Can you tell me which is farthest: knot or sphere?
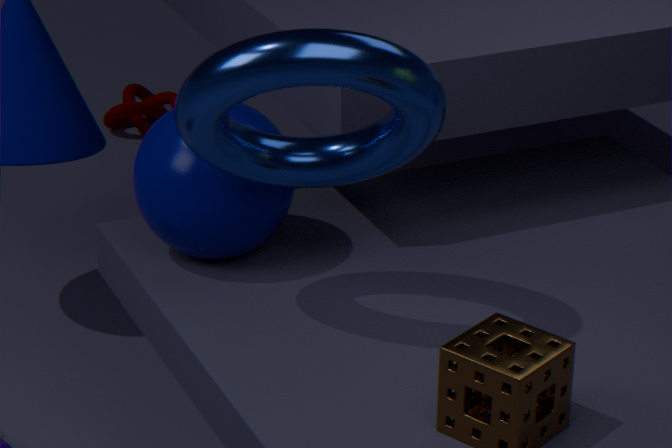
knot
